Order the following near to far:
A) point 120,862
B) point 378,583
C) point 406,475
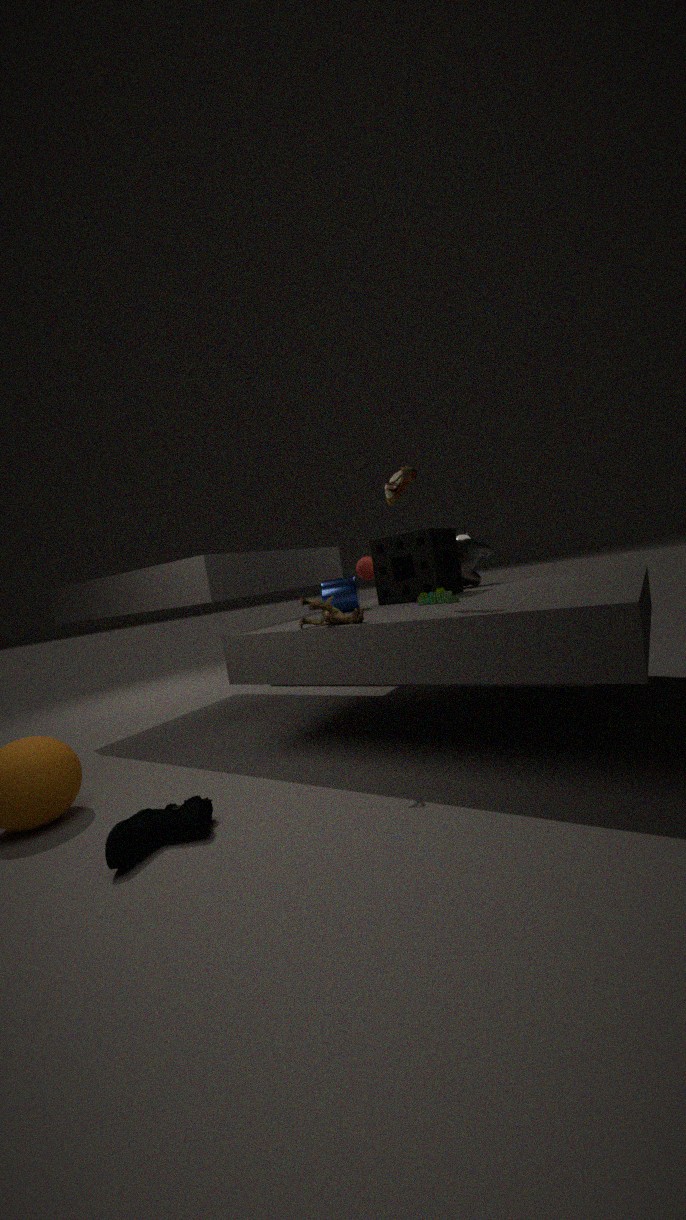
point 120,862 → point 406,475 → point 378,583
